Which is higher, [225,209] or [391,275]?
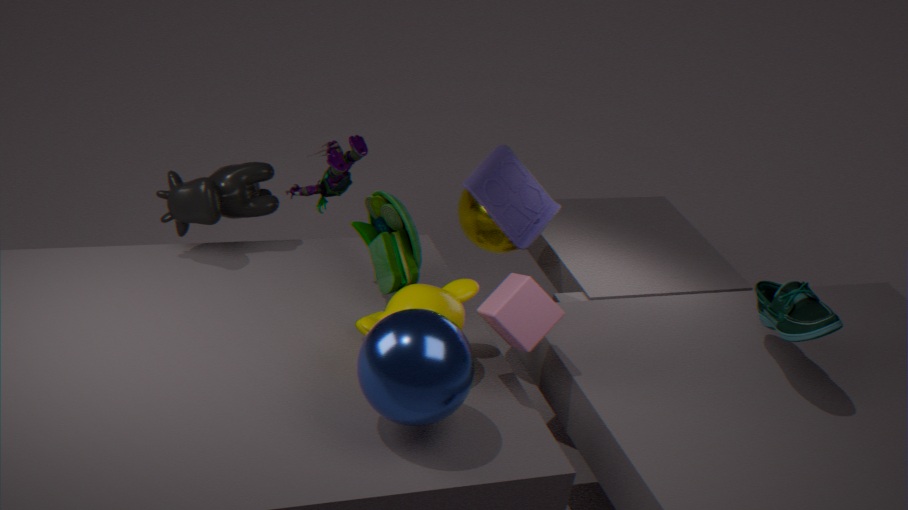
[391,275]
